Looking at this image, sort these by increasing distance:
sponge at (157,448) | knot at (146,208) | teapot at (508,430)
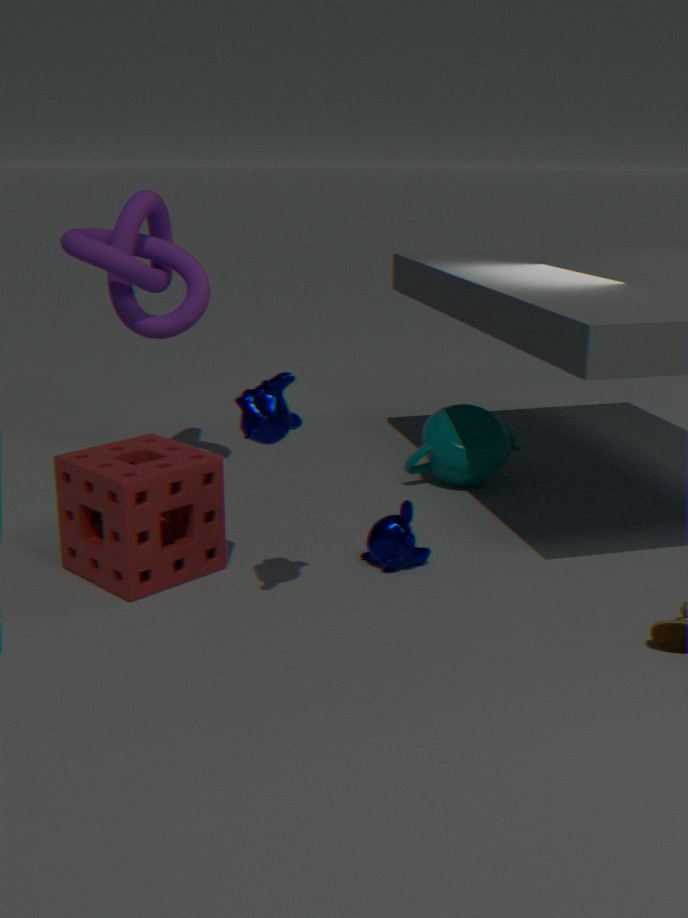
1. sponge at (157,448)
2. knot at (146,208)
3. teapot at (508,430)
